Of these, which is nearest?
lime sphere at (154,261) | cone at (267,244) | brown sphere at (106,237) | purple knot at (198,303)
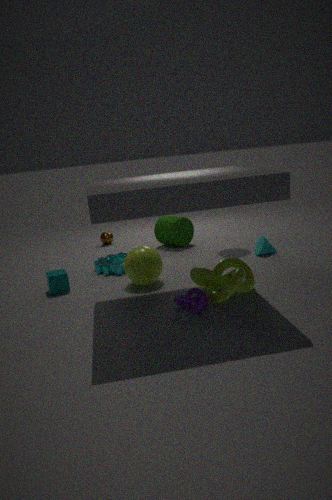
purple knot at (198,303)
